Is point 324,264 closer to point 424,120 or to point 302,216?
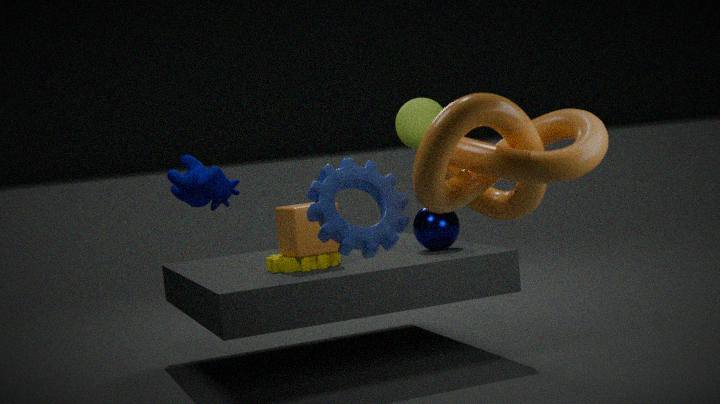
point 302,216
